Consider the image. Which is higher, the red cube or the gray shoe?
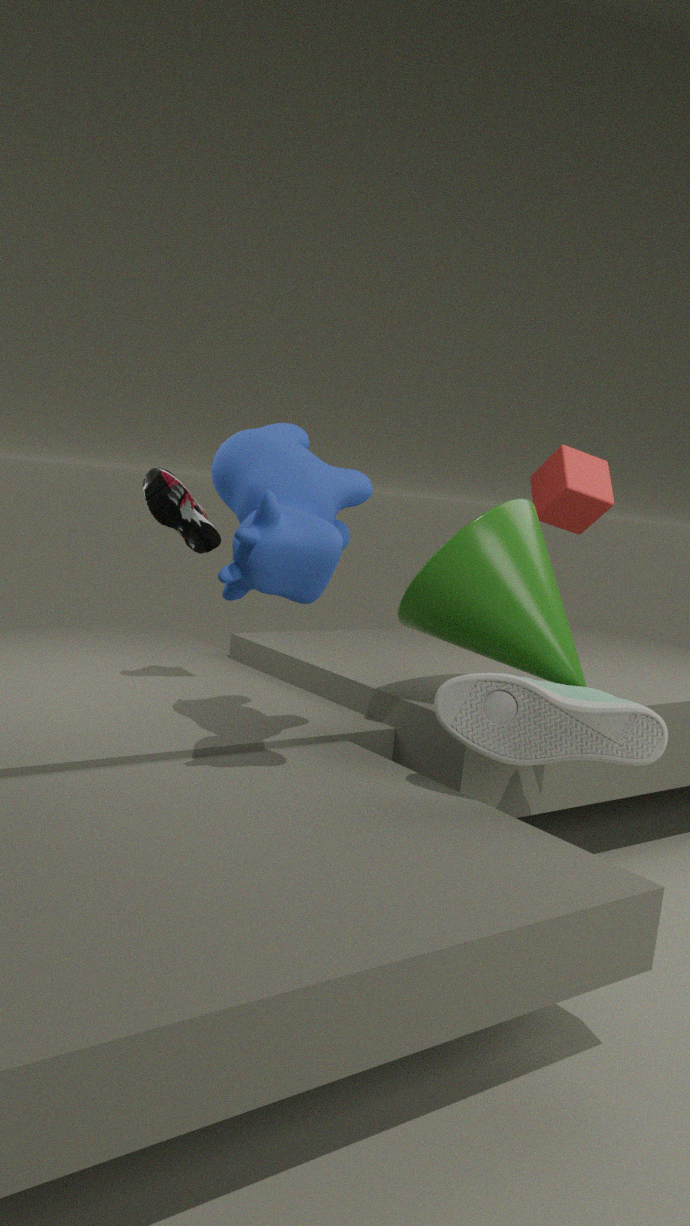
the red cube
